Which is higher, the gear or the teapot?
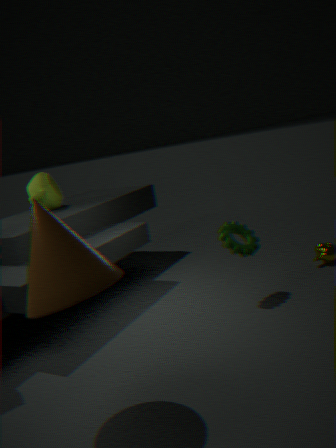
the teapot
